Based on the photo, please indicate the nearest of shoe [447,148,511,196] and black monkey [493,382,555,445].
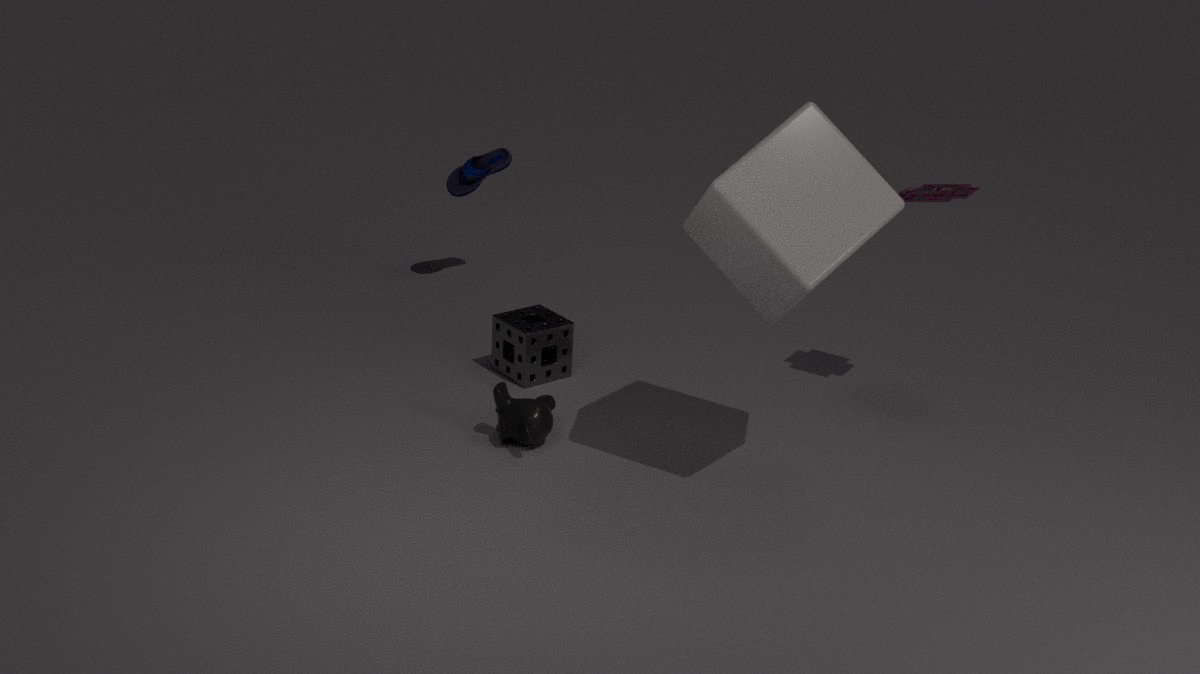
black monkey [493,382,555,445]
